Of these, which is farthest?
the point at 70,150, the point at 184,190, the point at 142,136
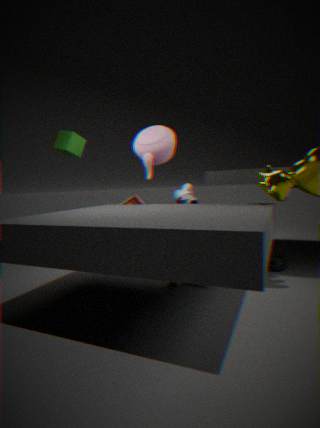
the point at 184,190
